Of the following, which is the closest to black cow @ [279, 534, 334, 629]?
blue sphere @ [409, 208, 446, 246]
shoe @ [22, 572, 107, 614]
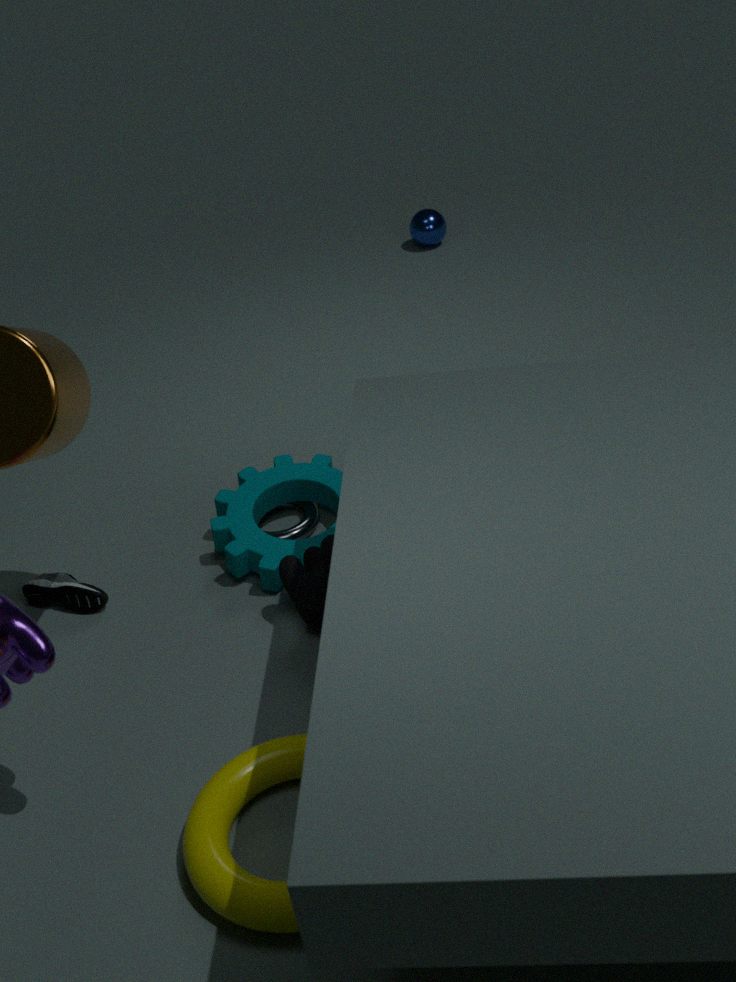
shoe @ [22, 572, 107, 614]
